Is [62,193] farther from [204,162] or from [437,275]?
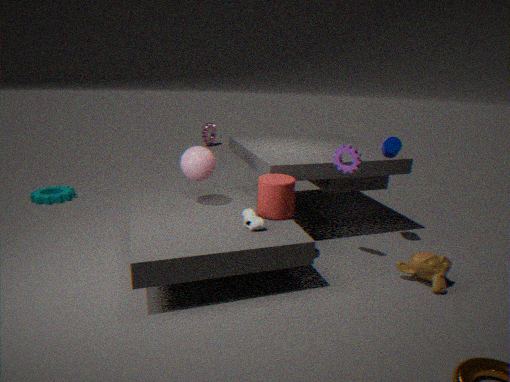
[437,275]
